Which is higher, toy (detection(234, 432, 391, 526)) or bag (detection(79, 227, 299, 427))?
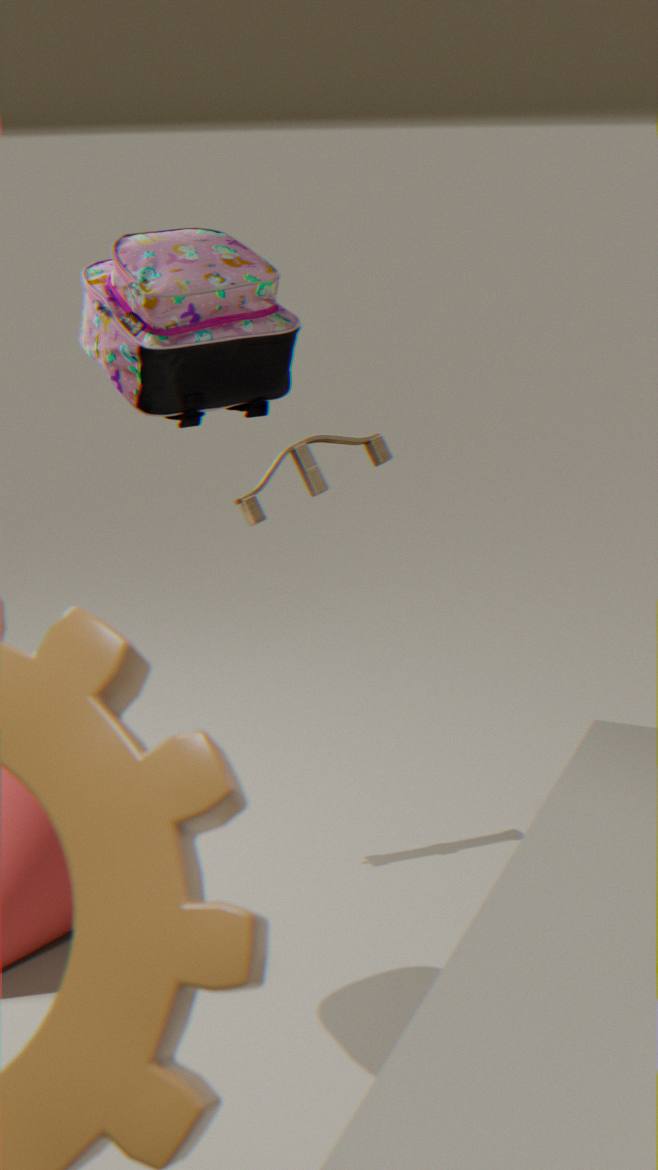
bag (detection(79, 227, 299, 427))
